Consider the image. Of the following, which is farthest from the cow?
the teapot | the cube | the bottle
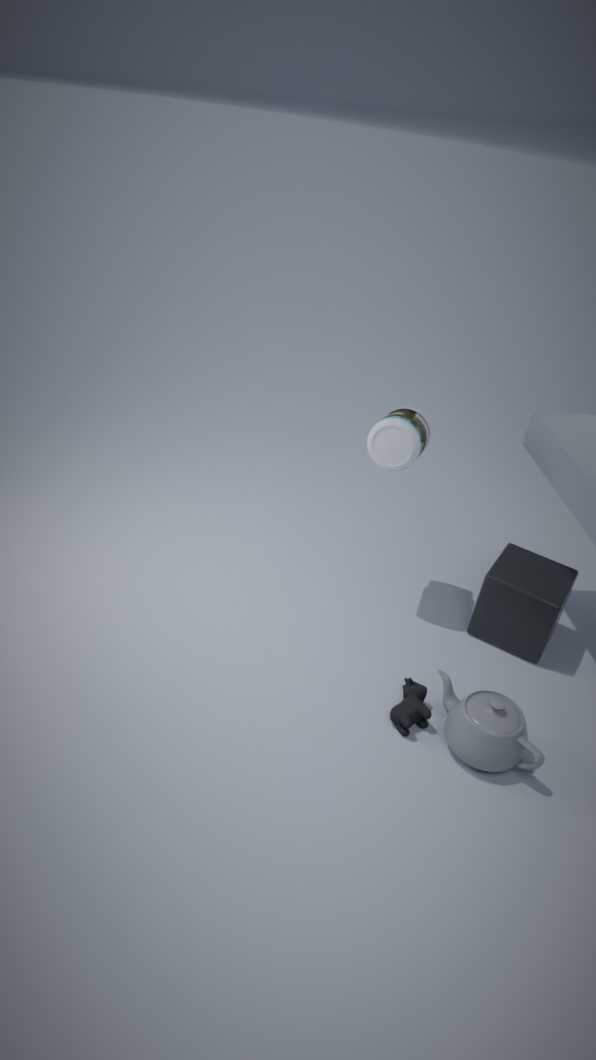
the bottle
